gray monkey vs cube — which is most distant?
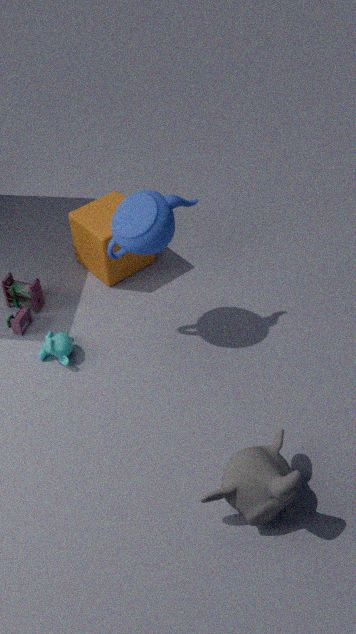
cube
